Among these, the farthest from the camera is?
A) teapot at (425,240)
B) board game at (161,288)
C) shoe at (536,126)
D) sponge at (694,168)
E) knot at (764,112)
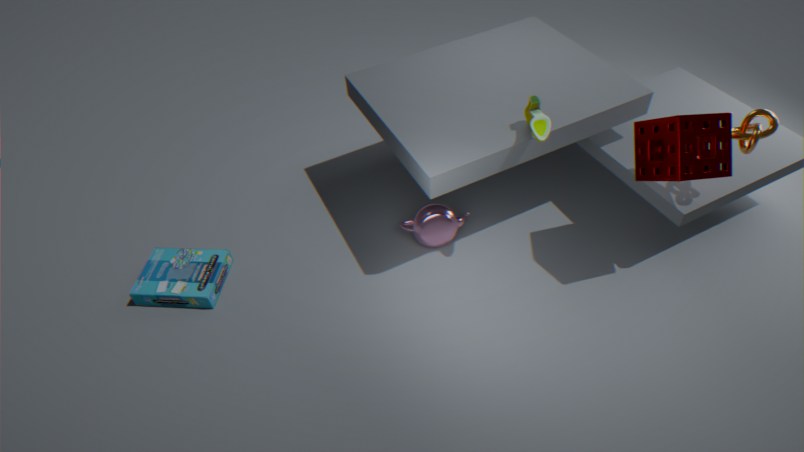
teapot at (425,240)
